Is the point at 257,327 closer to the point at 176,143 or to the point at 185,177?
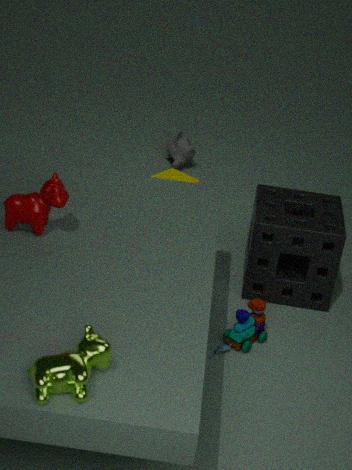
the point at 185,177
